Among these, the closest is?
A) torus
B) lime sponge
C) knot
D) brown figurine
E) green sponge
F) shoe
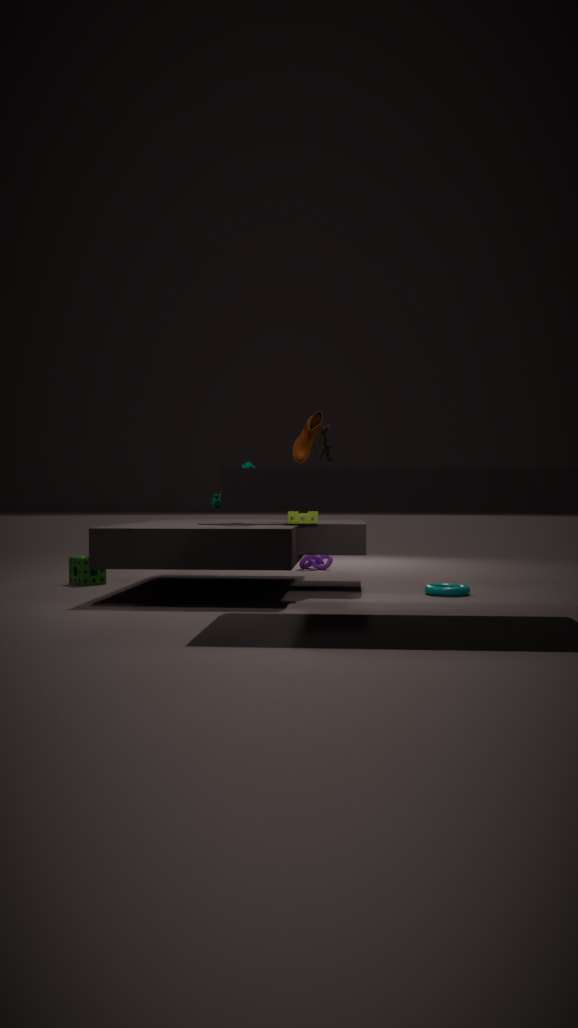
torus
